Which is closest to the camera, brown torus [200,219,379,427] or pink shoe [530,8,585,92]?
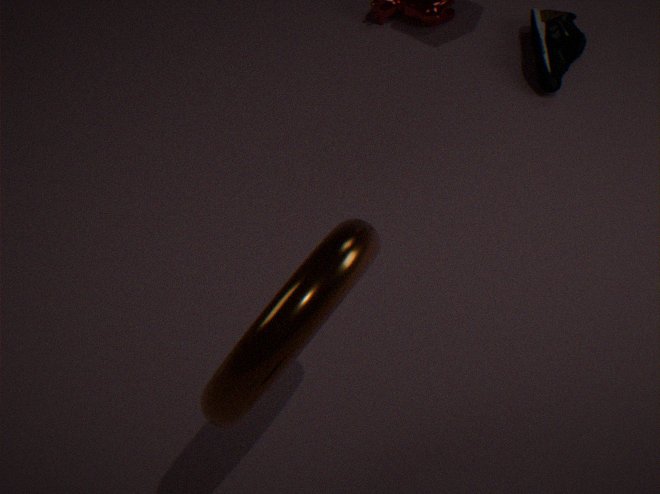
brown torus [200,219,379,427]
